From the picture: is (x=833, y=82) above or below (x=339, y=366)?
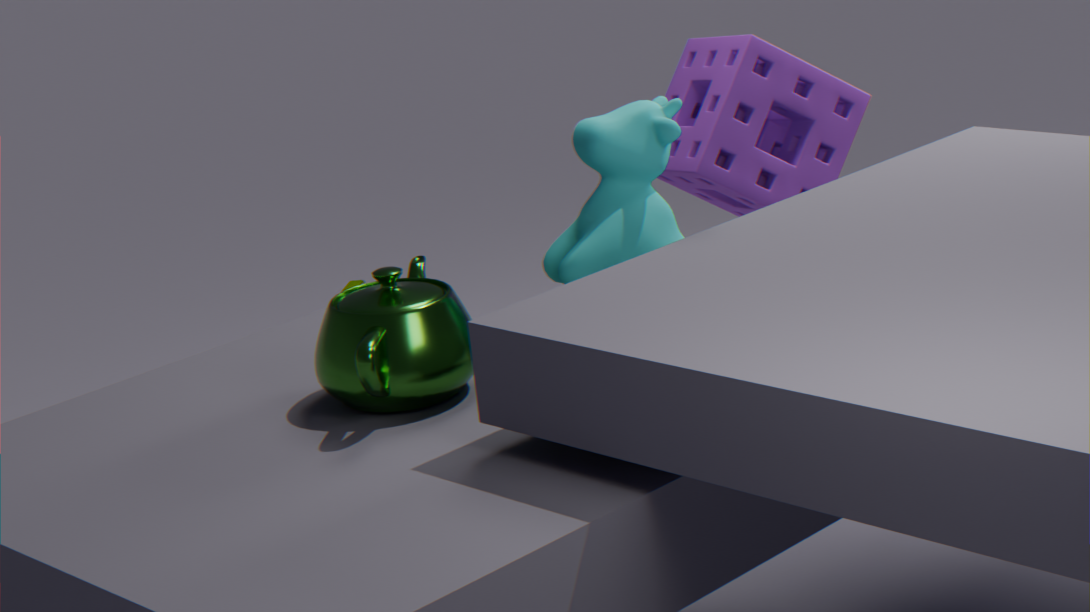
above
